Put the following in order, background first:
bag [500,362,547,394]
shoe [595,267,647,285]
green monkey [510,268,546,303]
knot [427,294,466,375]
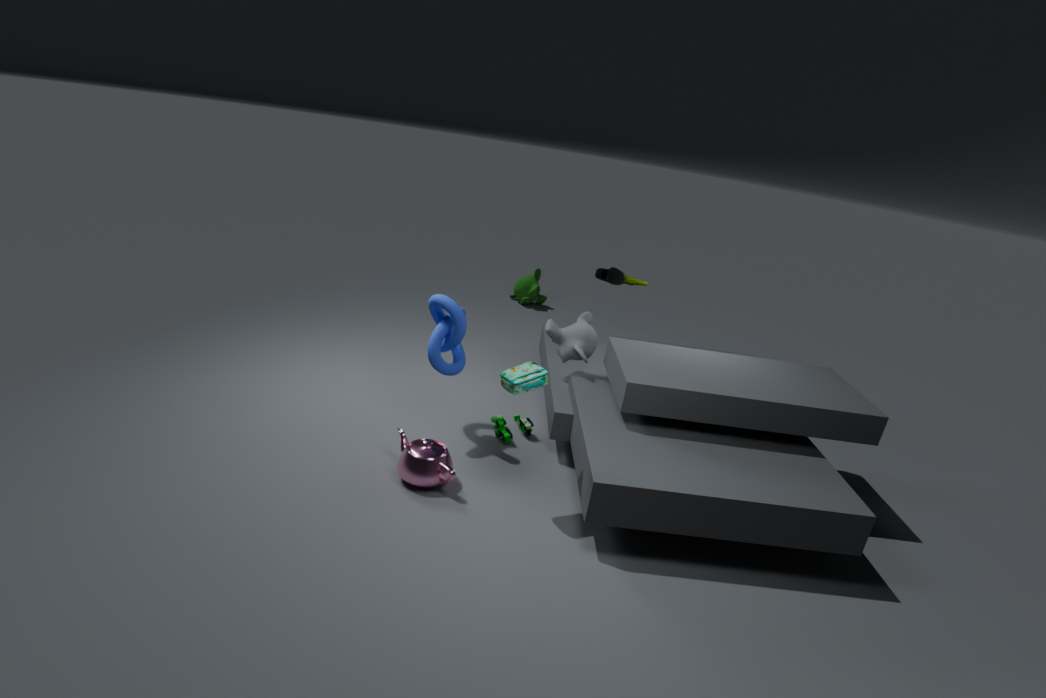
green monkey [510,268,546,303], shoe [595,267,647,285], knot [427,294,466,375], bag [500,362,547,394]
